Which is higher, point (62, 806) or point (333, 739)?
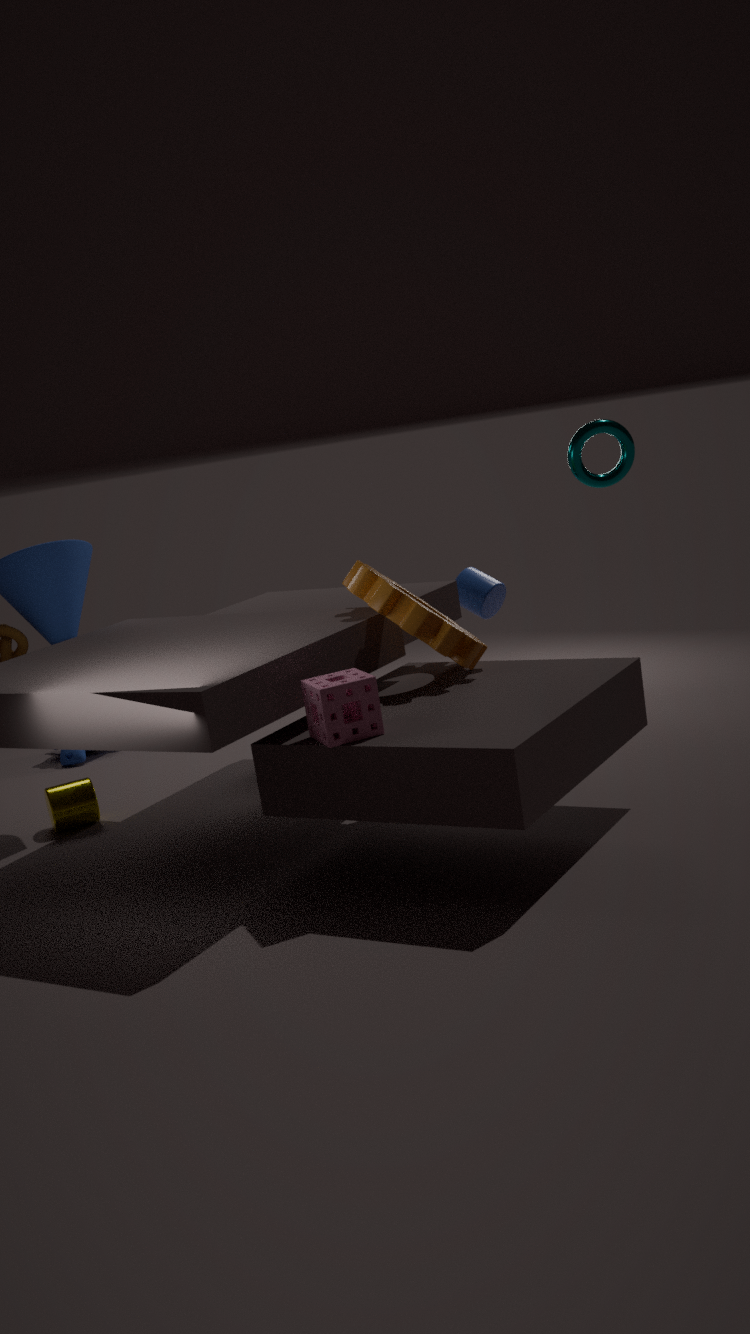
point (333, 739)
